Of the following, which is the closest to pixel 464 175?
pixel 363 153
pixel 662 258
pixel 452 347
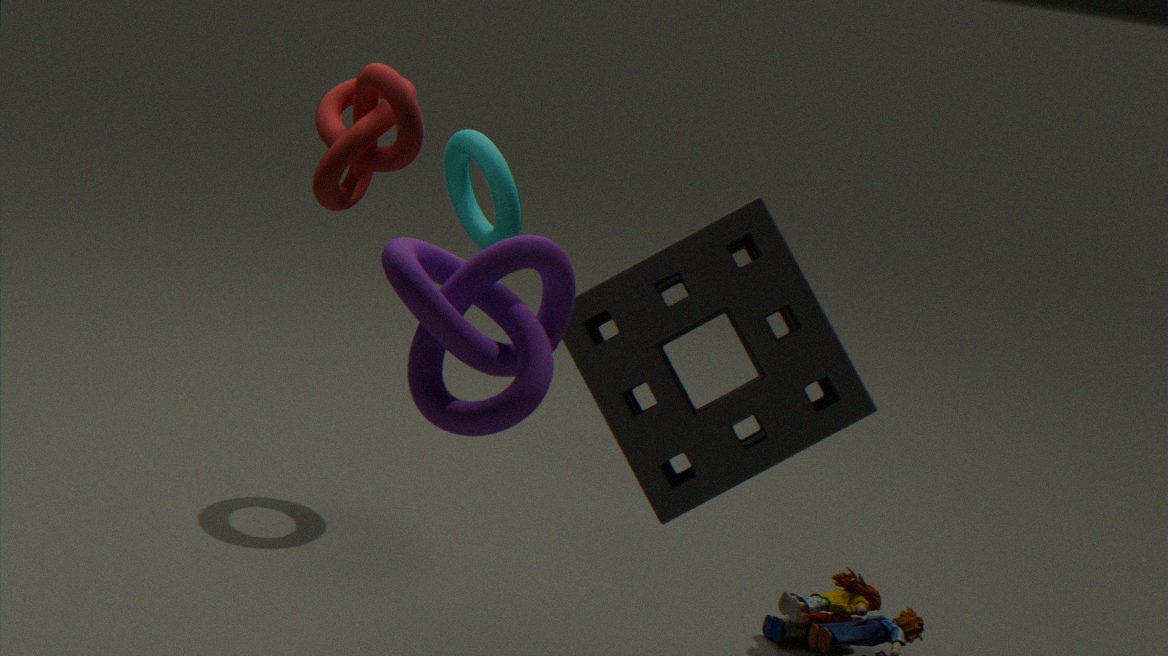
pixel 363 153
